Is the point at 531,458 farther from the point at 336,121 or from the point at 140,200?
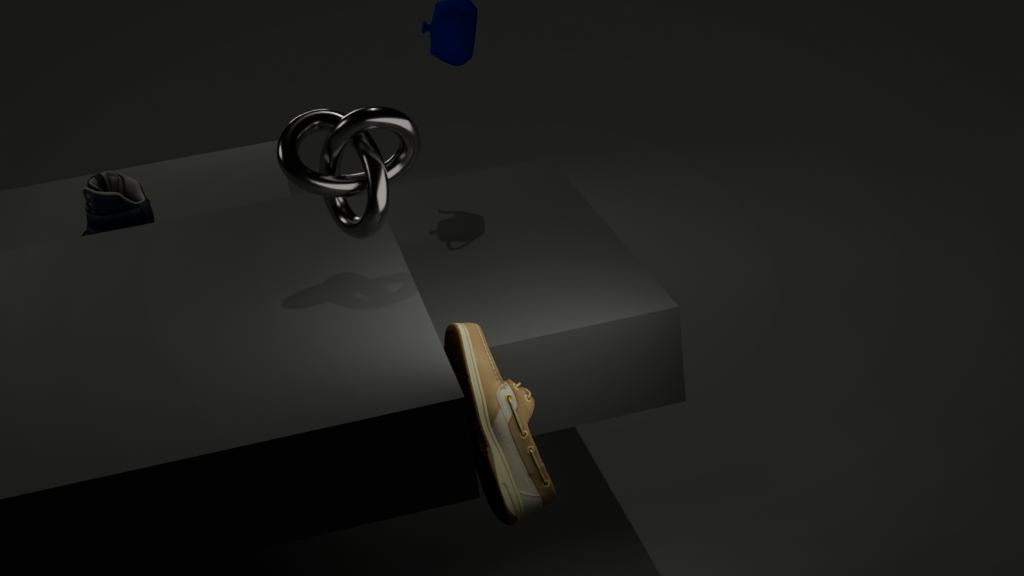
the point at 140,200
